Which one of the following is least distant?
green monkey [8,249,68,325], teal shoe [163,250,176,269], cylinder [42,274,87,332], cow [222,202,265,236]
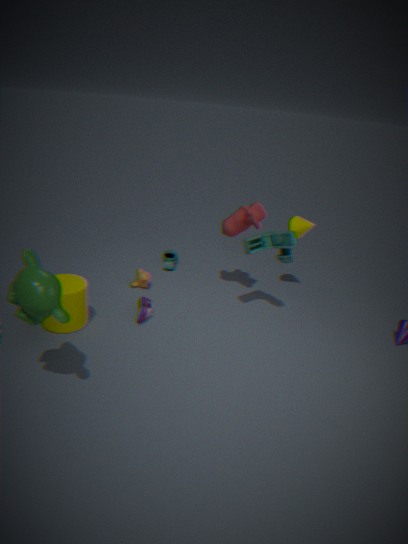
green monkey [8,249,68,325]
